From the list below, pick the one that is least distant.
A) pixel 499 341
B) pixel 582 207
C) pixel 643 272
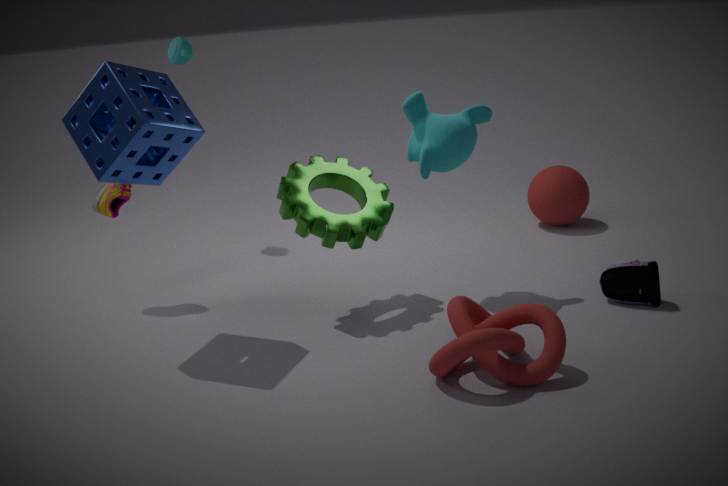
pixel 499 341
